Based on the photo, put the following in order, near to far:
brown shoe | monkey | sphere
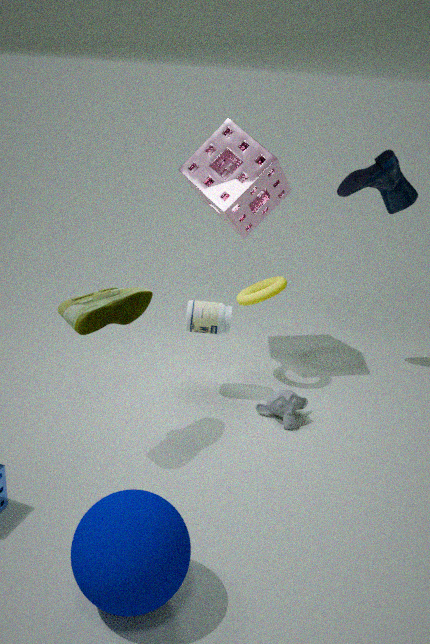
sphere
brown shoe
monkey
